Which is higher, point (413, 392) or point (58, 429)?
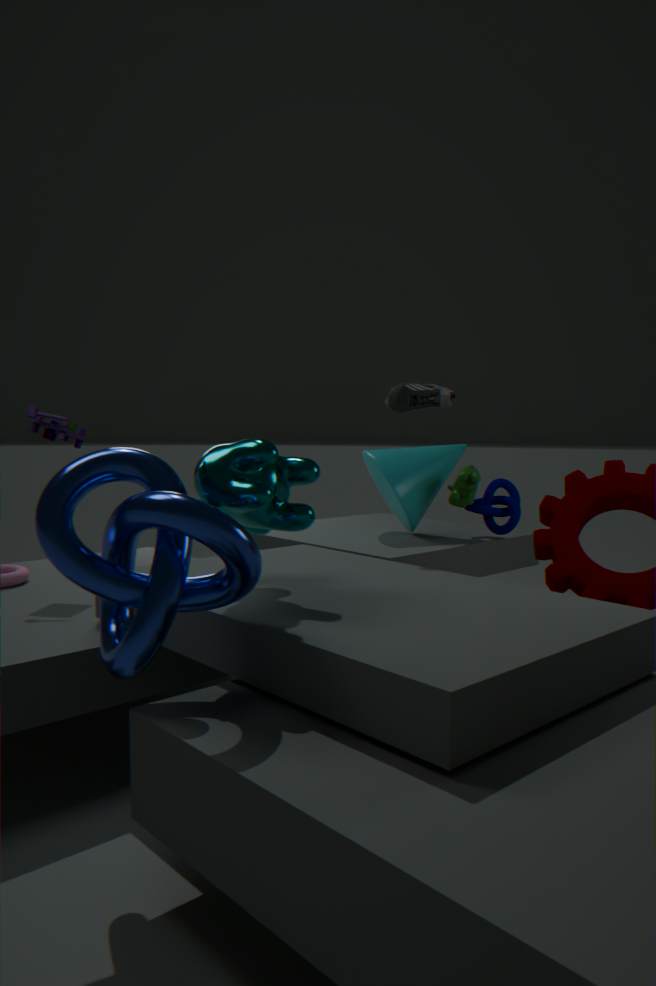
point (413, 392)
